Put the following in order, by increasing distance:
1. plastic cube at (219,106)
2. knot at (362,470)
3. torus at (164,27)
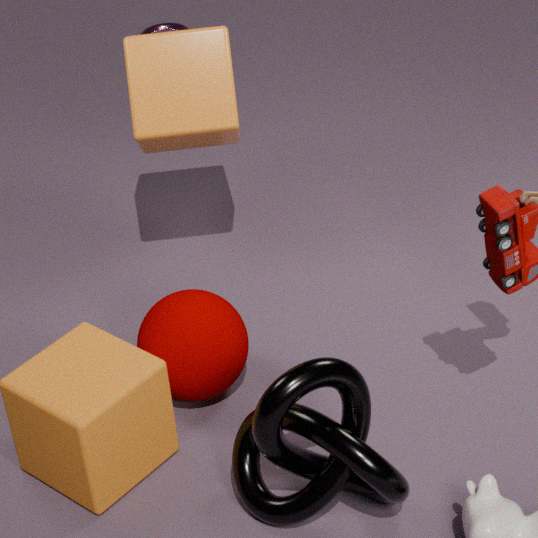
knot at (362,470) < plastic cube at (219,106) < torus at (164,27)
